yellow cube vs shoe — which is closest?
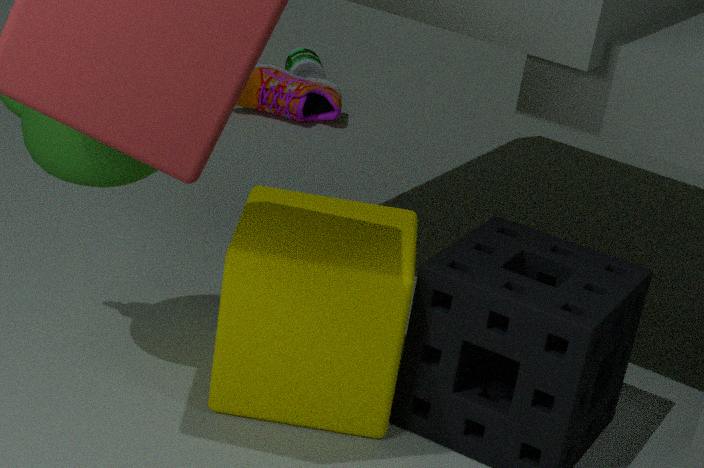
yellow cube
